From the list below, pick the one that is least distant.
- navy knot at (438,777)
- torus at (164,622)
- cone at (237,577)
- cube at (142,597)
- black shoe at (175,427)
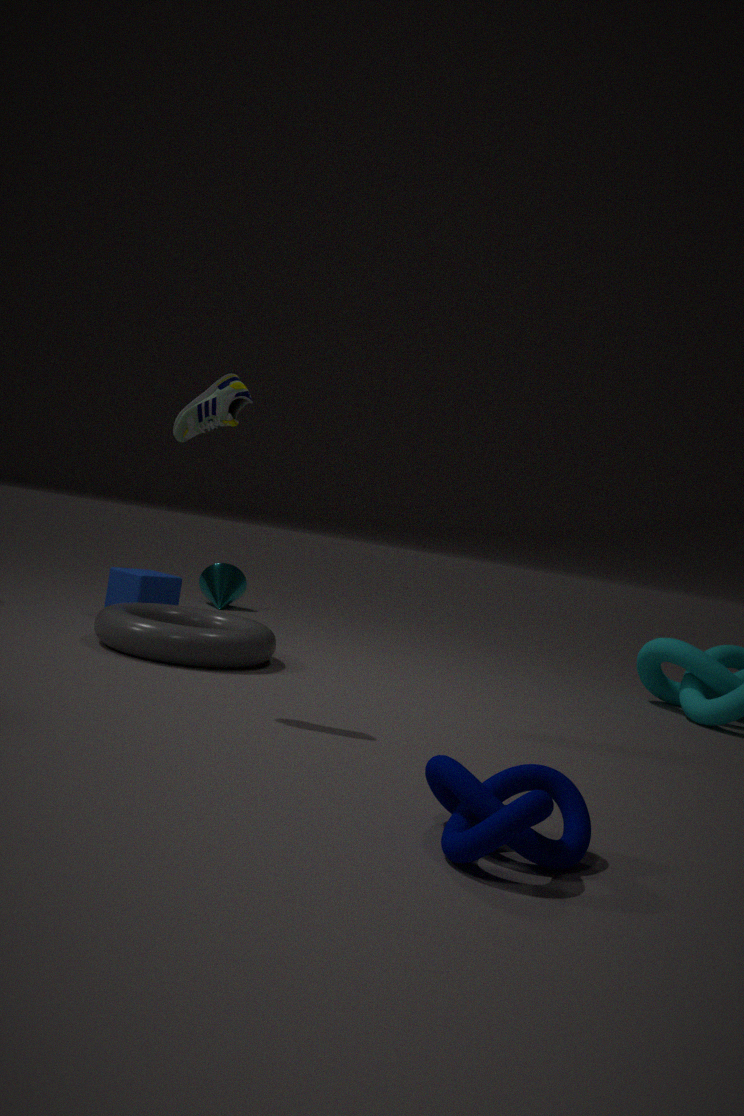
navy knot at (438,777)
